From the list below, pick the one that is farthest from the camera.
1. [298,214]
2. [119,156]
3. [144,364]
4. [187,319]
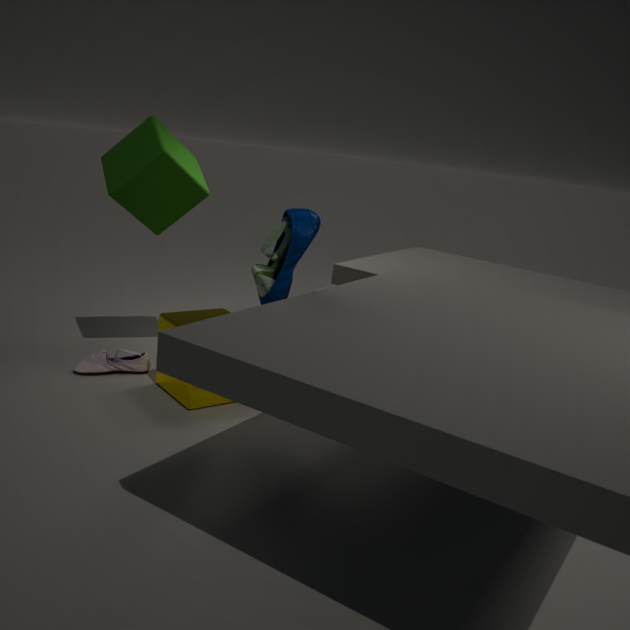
[144,364]
